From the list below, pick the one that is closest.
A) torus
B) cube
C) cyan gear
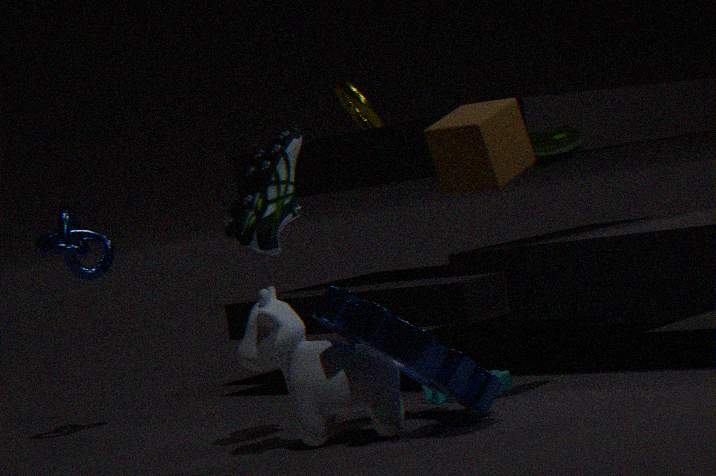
cube
